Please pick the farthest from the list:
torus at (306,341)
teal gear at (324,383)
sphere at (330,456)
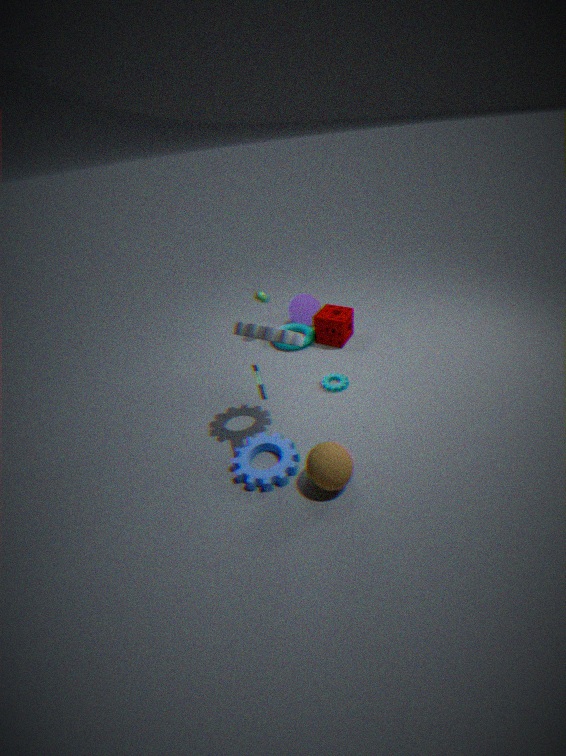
torus at (306,341)
